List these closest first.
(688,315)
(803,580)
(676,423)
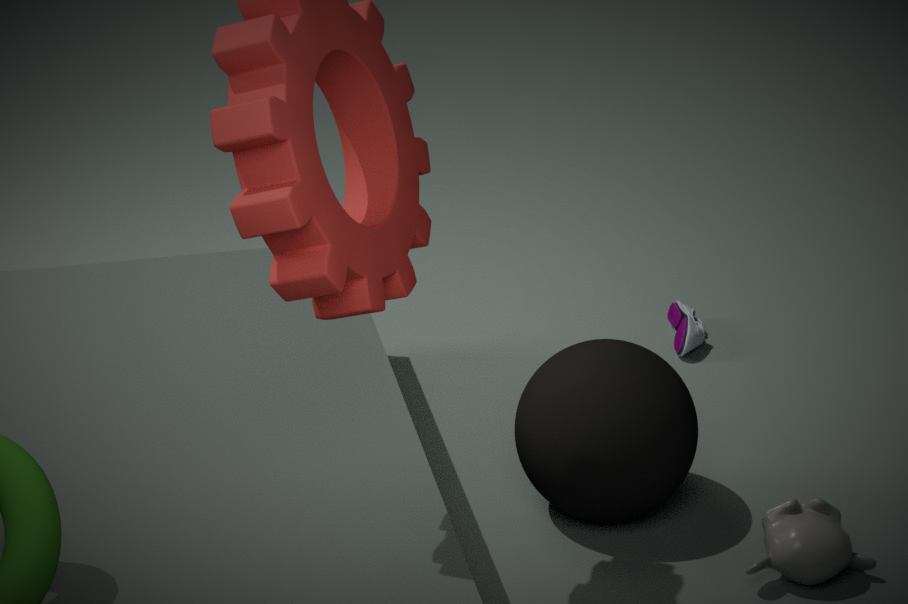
1. (803,580)
2. (676,423)
3. (688,315)
